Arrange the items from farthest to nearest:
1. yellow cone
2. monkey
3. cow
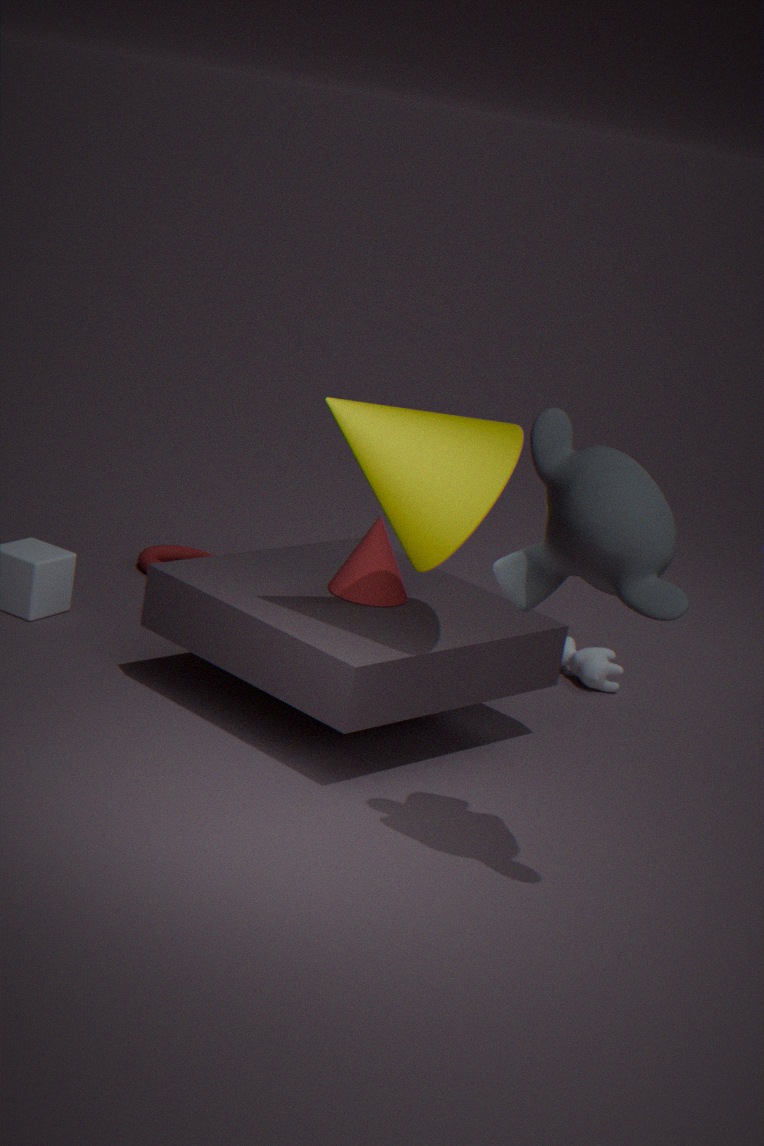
cow
yellow cone
monkey
